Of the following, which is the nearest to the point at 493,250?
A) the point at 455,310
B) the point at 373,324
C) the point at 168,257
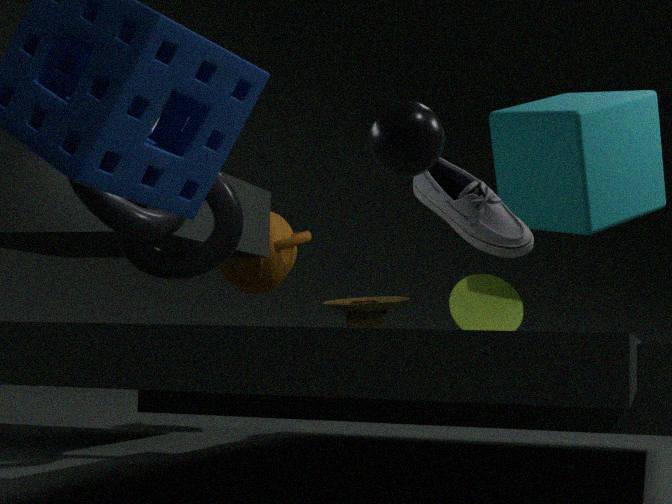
the point at 455,310
